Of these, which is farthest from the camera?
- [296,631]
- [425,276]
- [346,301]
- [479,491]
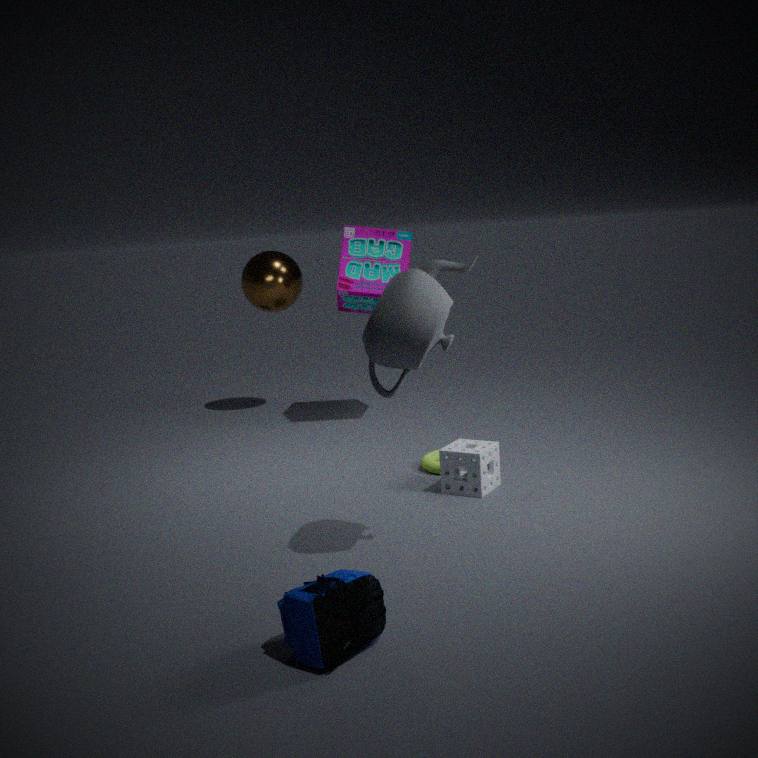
[346,301]
